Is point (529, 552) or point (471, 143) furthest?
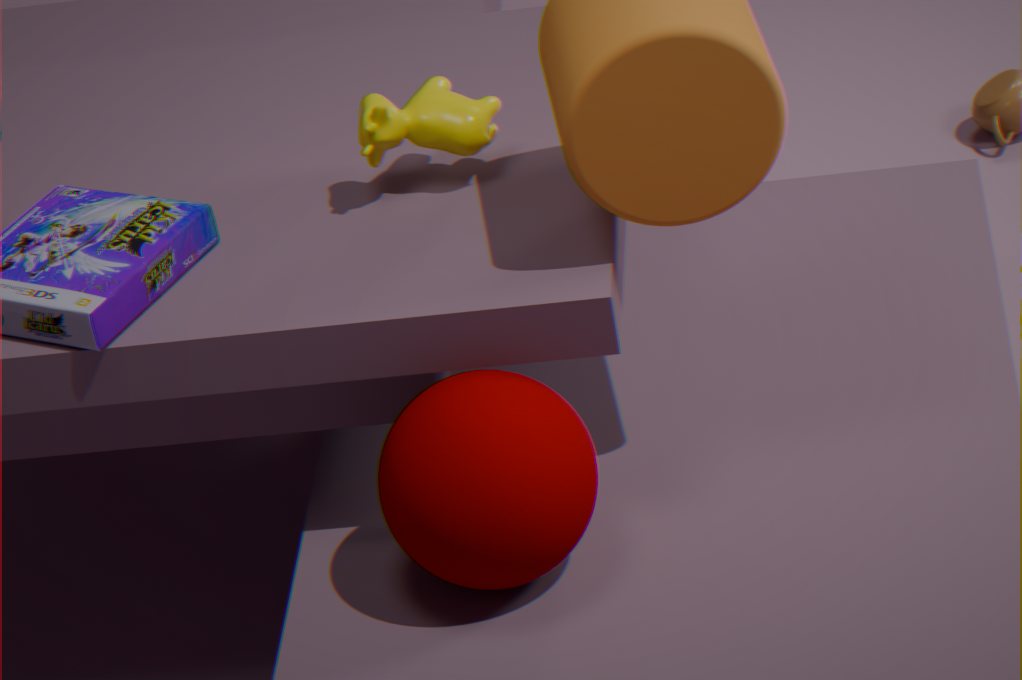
point (471, 143)
